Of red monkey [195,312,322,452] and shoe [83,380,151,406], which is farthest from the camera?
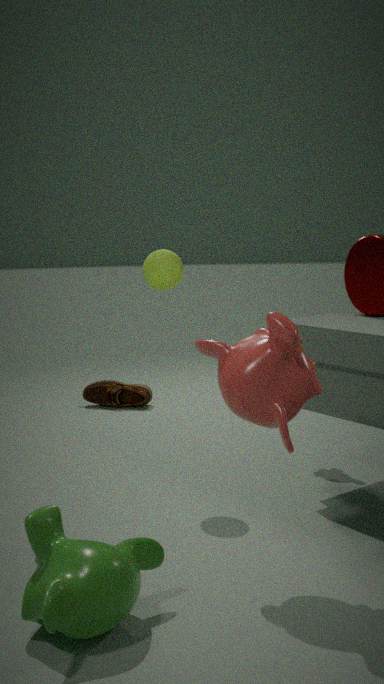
shoe [83,380,151,406]
